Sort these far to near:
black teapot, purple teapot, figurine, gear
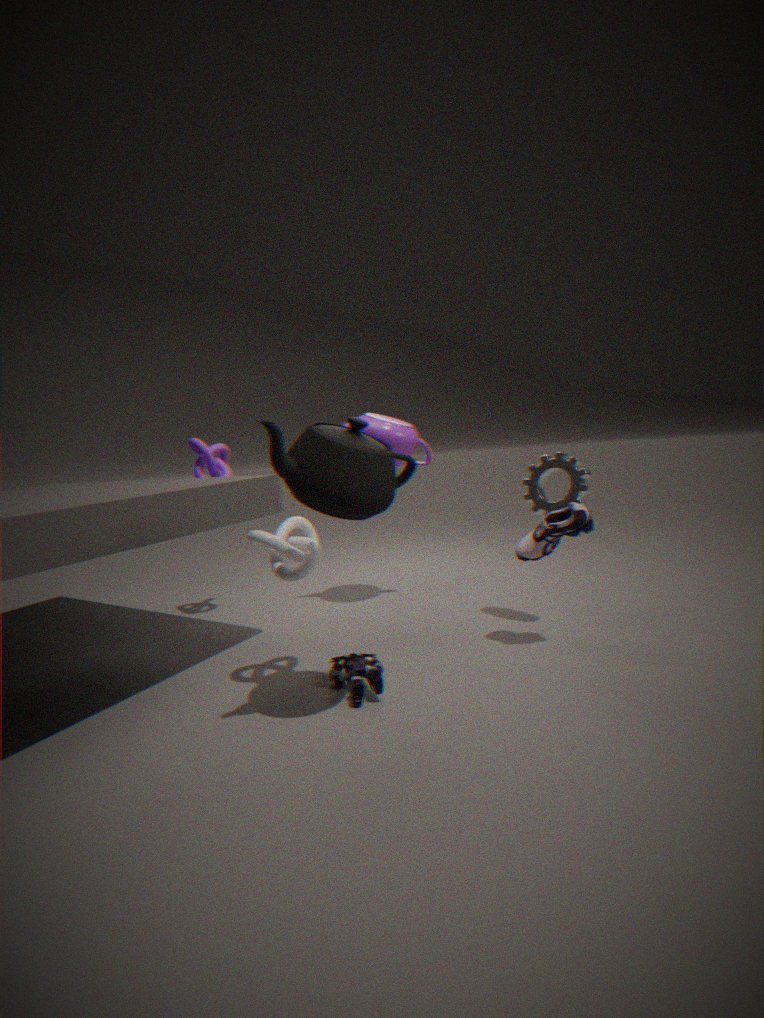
purple teapot
gear
figurine
black teapot
